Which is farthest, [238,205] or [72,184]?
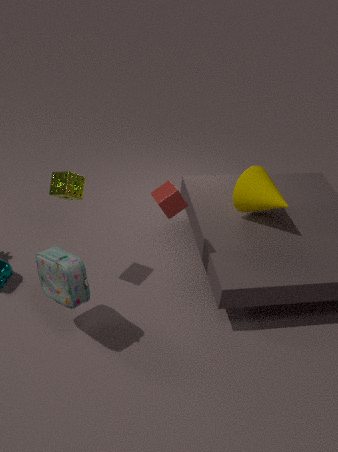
[238,205]
